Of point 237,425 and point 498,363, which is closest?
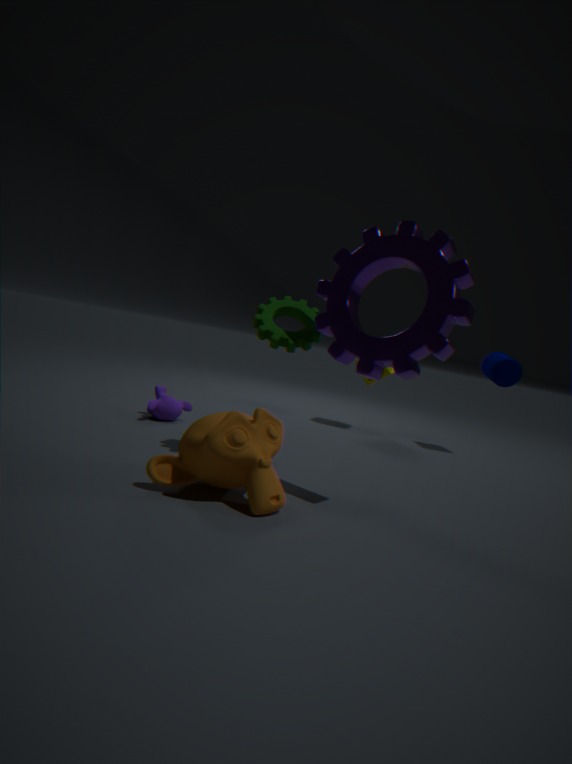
point 237,425
